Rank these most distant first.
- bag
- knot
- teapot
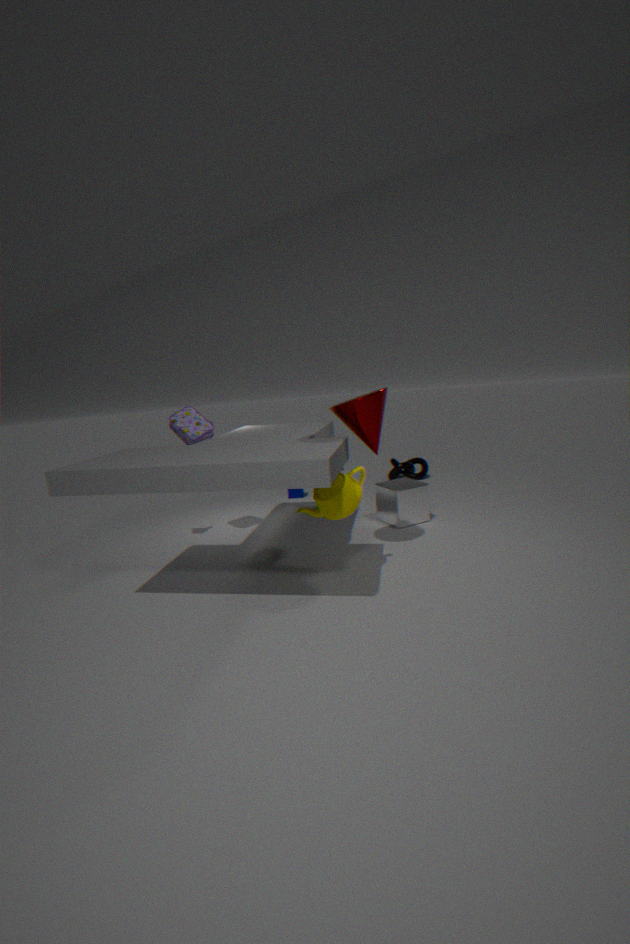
knot, bag, teapot
